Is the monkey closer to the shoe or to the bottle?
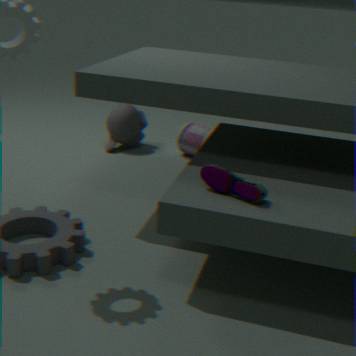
the bottle
